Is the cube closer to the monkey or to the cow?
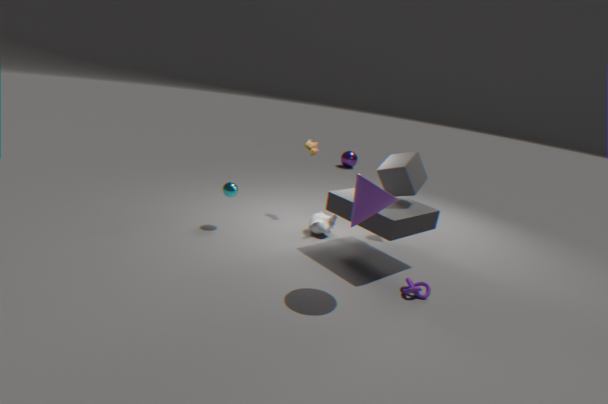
the monkey
